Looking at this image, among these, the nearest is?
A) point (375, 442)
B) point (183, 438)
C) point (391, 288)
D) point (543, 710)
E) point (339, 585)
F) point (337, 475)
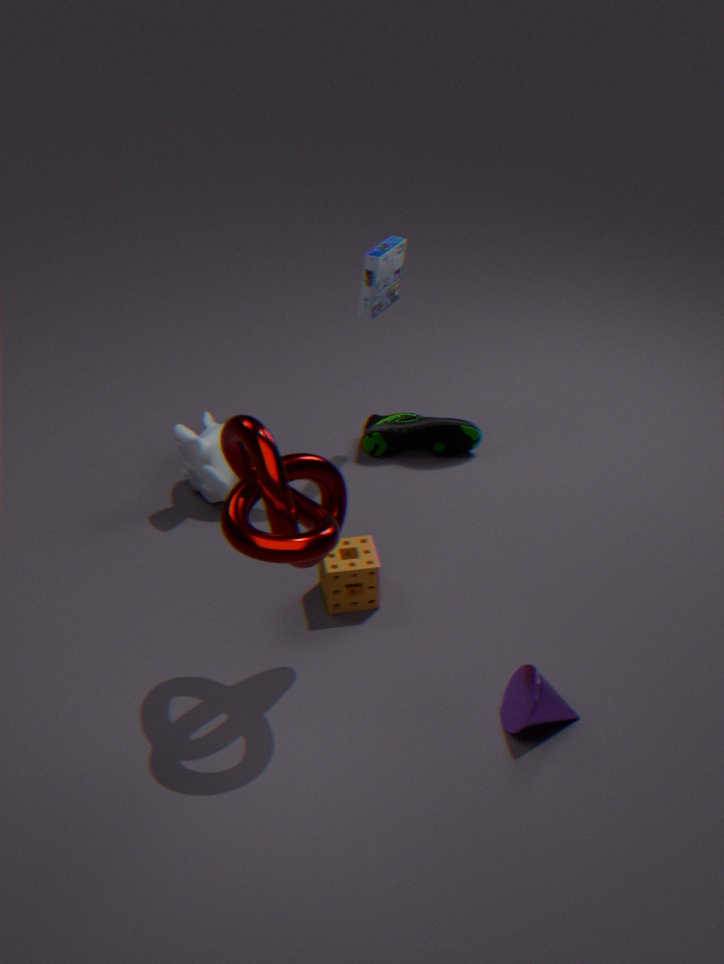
point (543, 710)
